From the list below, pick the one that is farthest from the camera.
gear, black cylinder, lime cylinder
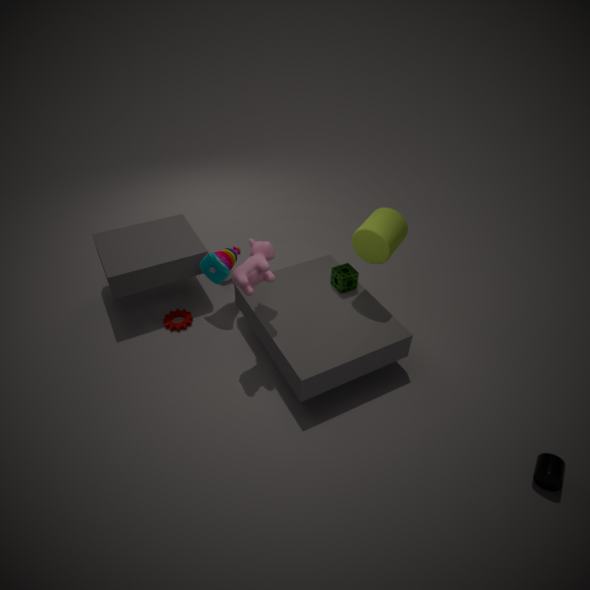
gear
